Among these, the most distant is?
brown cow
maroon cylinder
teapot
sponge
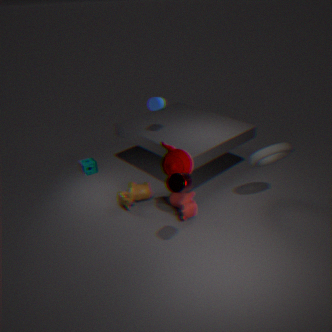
sponge
